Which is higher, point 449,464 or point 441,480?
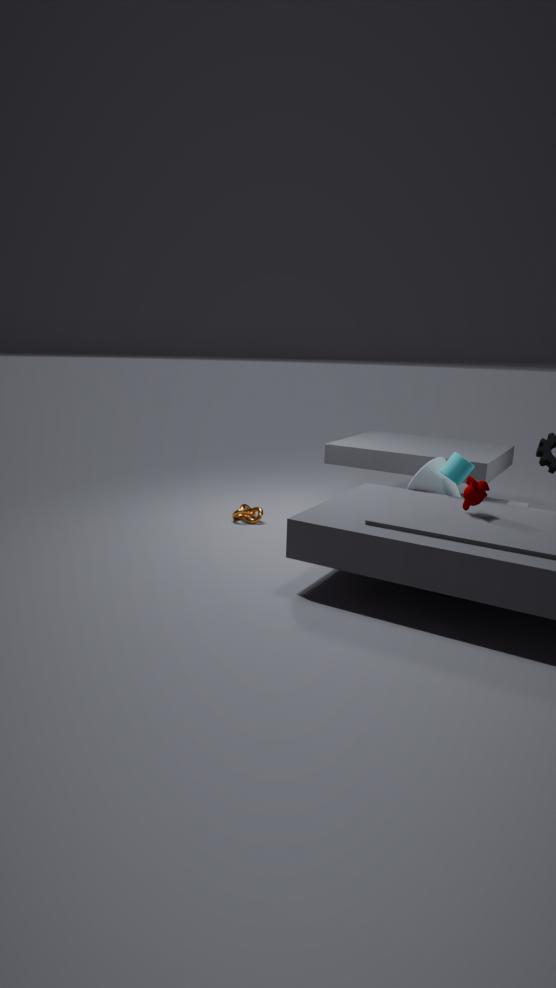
point 449,464
